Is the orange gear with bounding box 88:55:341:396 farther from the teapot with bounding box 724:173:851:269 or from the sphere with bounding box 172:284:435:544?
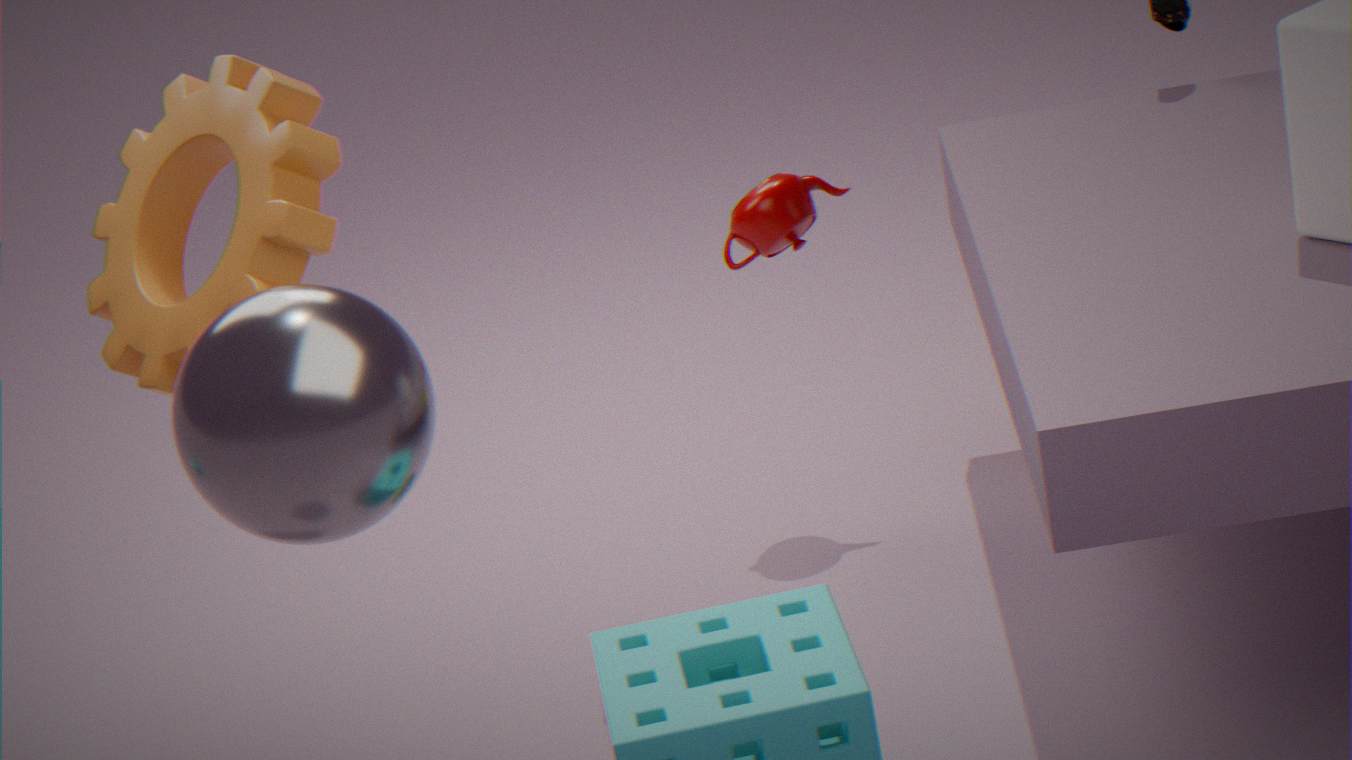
the teapot with bounding box 724:173:851:269
